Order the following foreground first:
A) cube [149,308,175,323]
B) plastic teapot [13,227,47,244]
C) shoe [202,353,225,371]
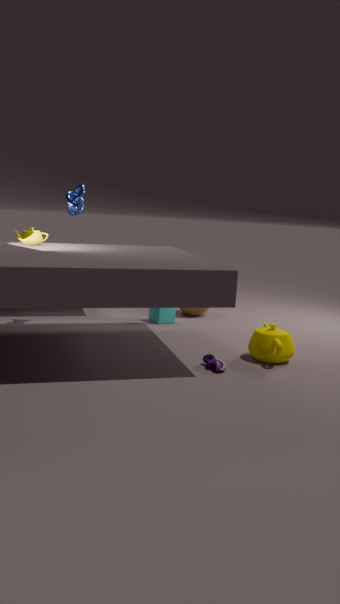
shoe [202,353,225,371]
plastic teapot [13,227,47,244]
cube [149,308,175,323]
